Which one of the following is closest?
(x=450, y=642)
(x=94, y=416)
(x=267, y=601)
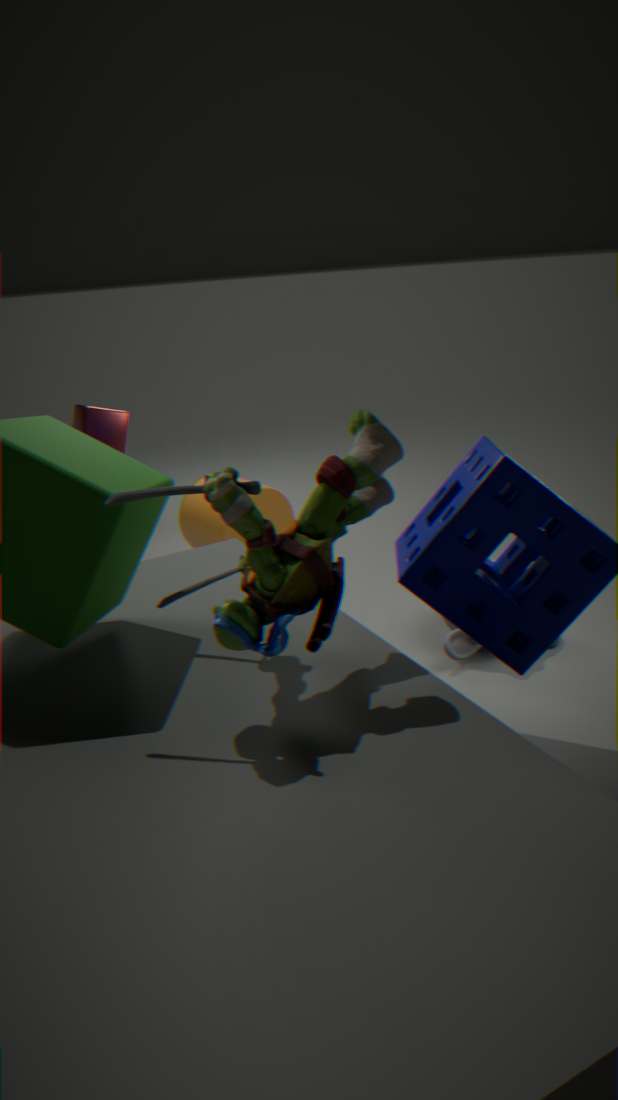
(x=267, y=601)
